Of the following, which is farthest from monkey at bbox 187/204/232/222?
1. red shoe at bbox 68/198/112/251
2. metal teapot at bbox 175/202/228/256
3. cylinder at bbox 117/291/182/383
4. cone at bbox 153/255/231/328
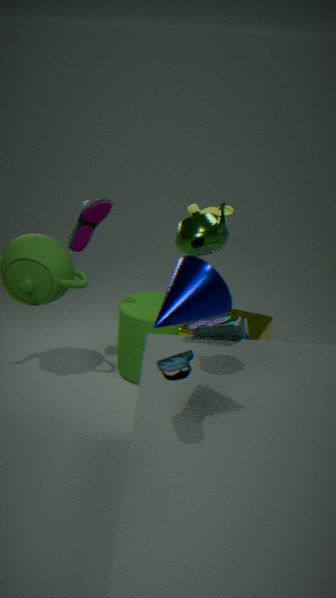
cone at bbox 153/255/231/328
